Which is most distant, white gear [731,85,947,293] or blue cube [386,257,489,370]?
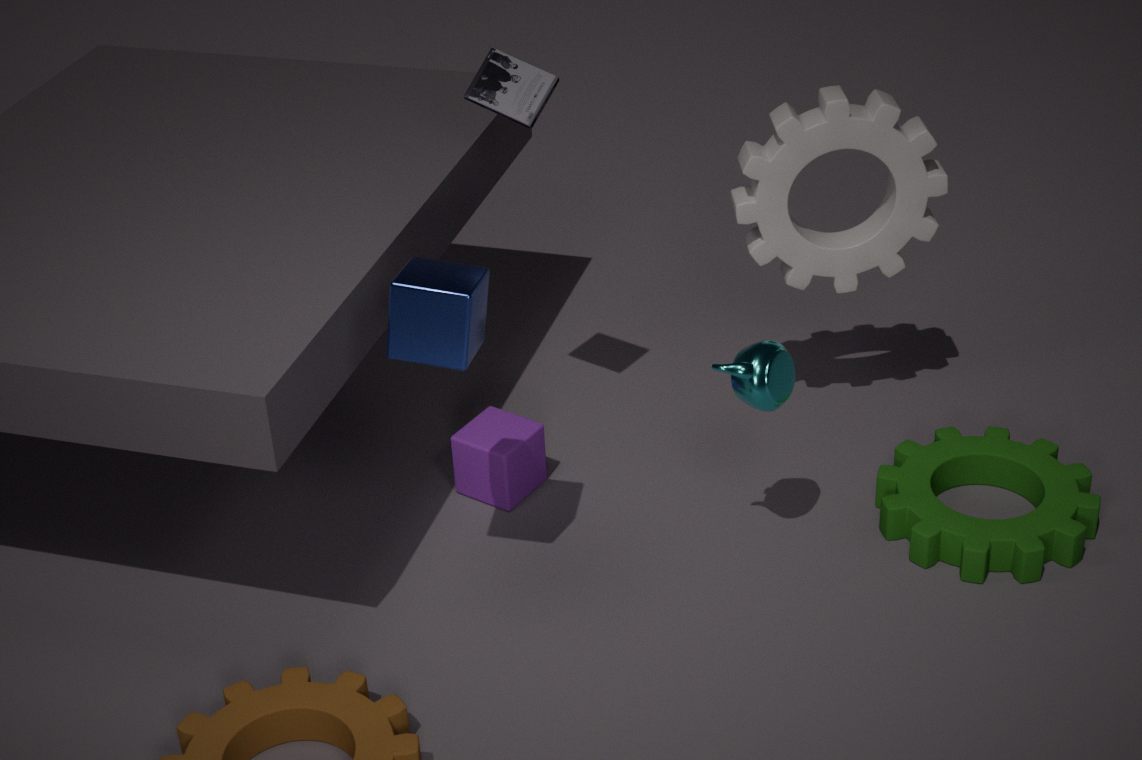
white gear [731,85,947,293]
